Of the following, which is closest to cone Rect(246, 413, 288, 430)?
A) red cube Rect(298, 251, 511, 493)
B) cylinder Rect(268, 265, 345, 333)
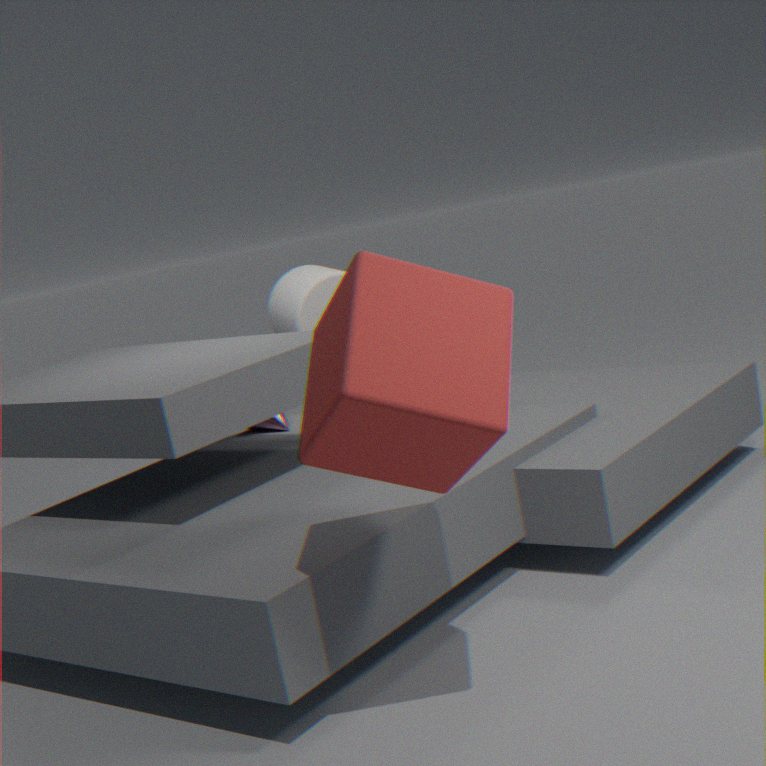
cylinder Rect(268, 265, 345, 333)
